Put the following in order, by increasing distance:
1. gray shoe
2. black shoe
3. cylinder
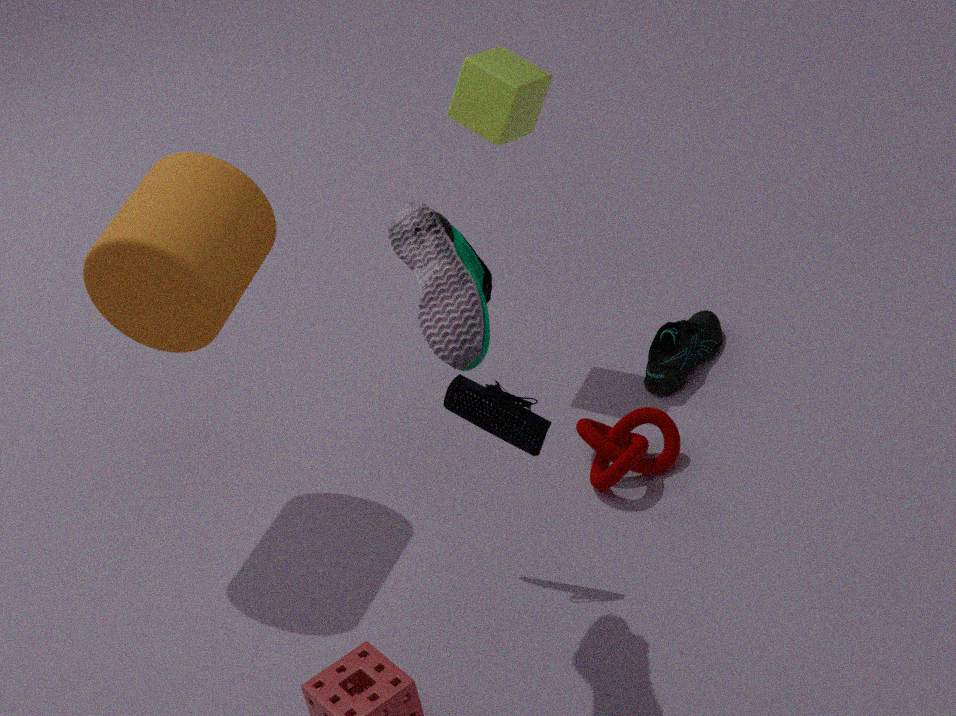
gray shoe
cylinder
black shoe
